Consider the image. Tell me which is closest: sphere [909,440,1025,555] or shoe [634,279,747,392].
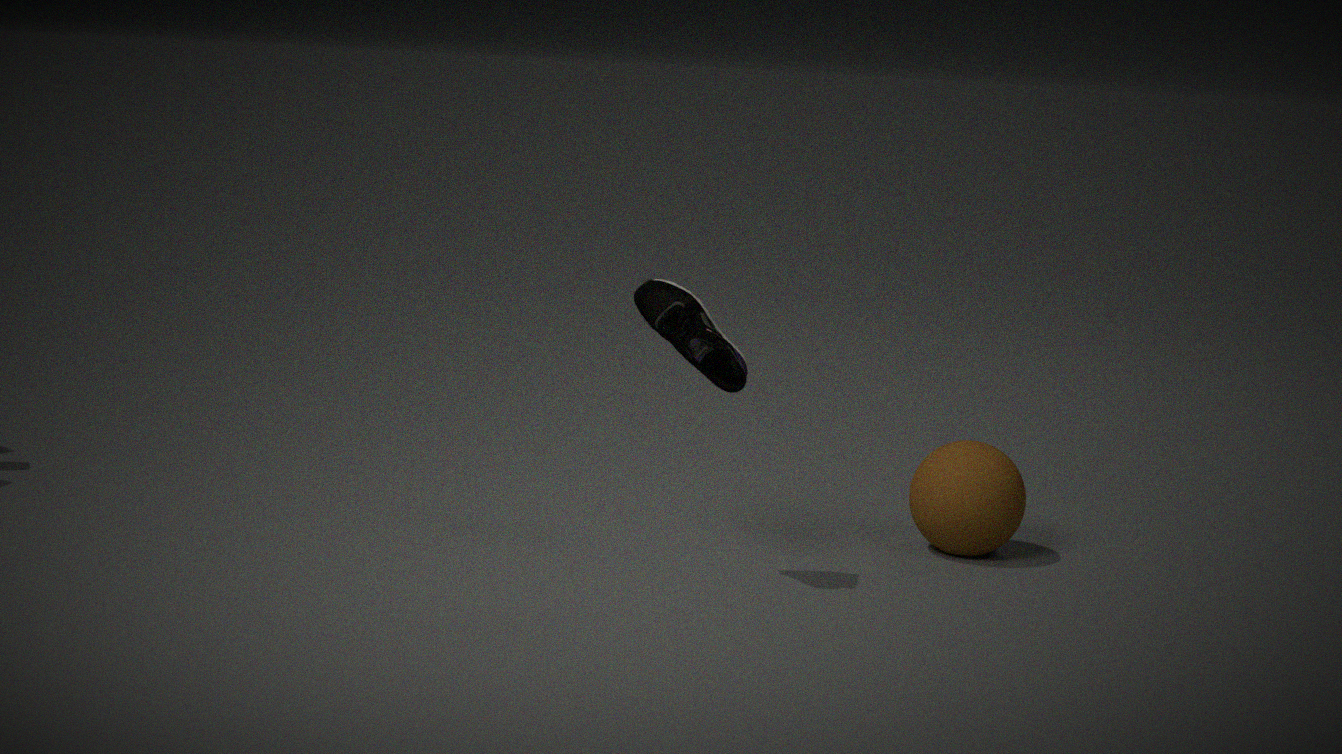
shoe [634,279,747,392]
